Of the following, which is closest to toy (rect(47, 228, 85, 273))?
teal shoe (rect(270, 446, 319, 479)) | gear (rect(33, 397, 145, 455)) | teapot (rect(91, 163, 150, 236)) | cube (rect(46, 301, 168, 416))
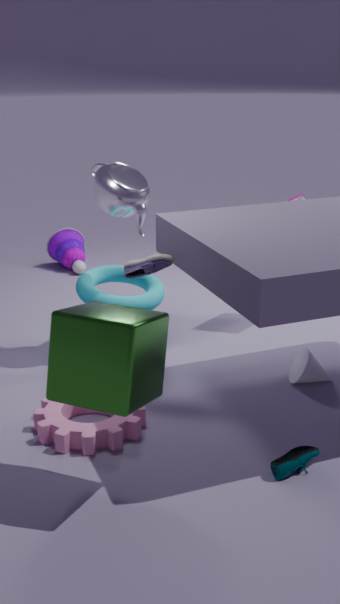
teapot (rect(91, 163, 150, 236))
